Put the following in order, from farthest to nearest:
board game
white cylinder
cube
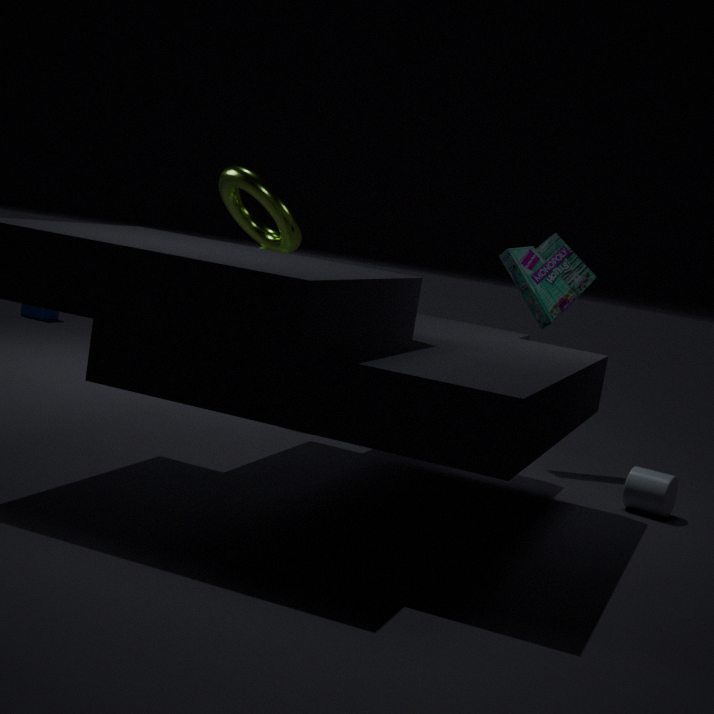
cube, board game, white cylinder
